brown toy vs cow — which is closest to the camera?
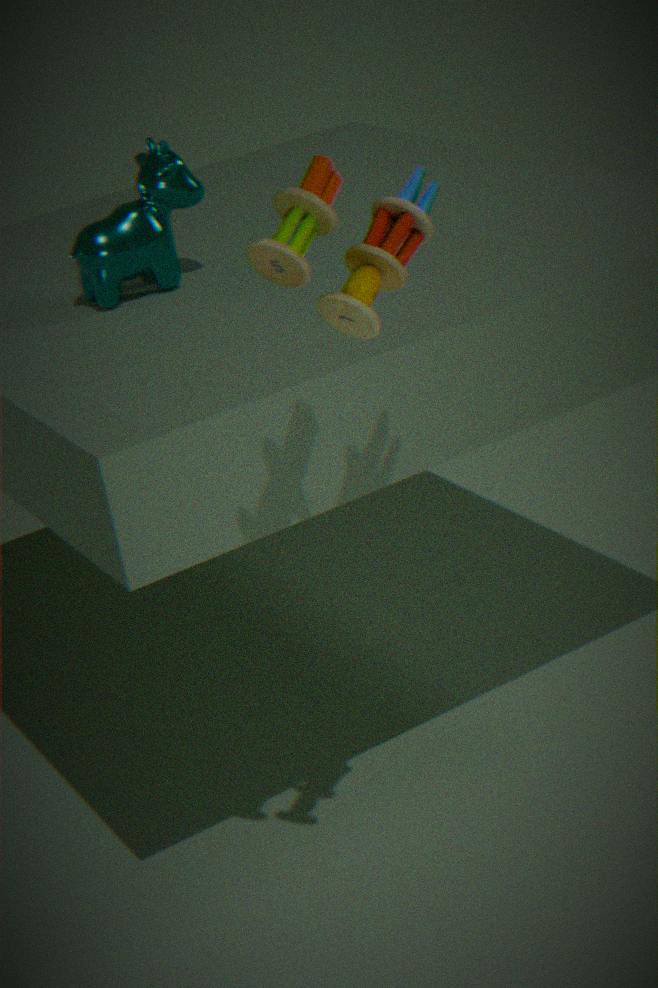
brown toy
